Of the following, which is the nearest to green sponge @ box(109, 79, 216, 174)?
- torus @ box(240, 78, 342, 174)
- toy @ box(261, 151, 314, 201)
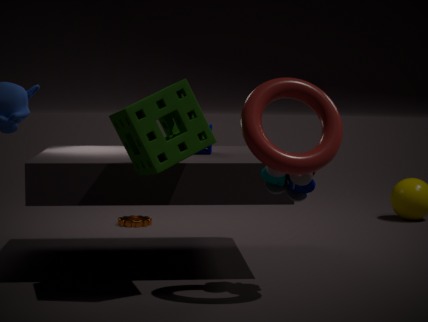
torus @ box(240, 78, 342, 174)
